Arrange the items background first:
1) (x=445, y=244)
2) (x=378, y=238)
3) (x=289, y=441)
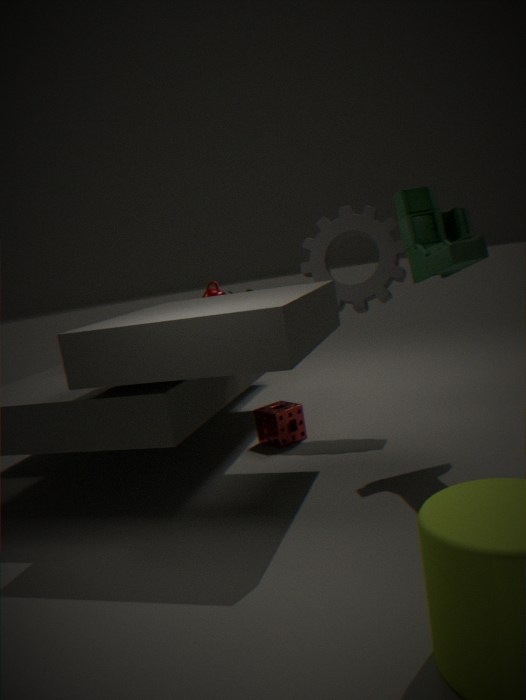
1. 2
2. 3
3. 1
